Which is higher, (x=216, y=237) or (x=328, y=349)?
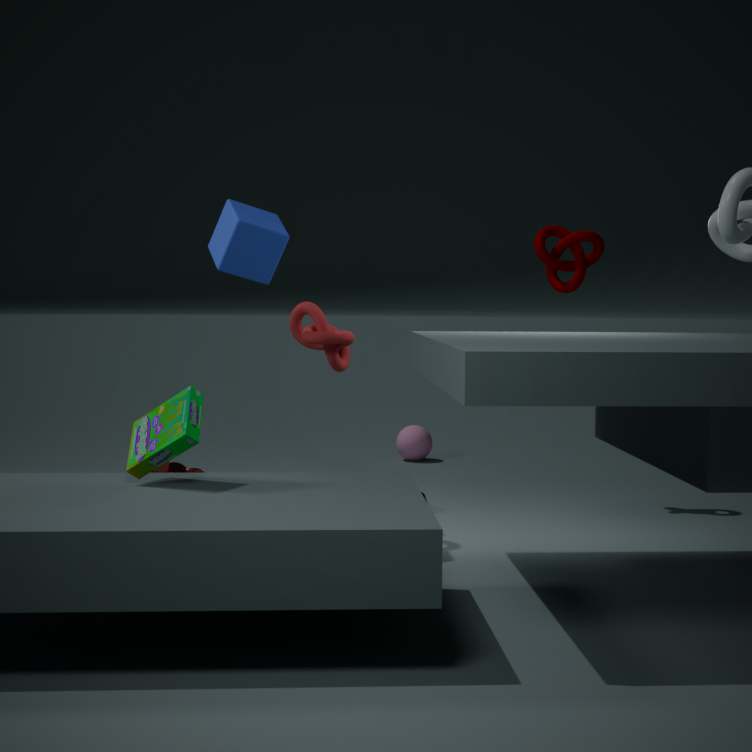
(x=216, y=237)
